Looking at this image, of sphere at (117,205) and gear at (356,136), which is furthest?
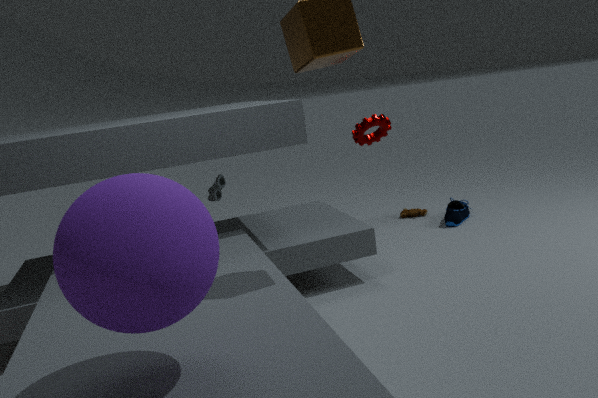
gear at (356,136)
